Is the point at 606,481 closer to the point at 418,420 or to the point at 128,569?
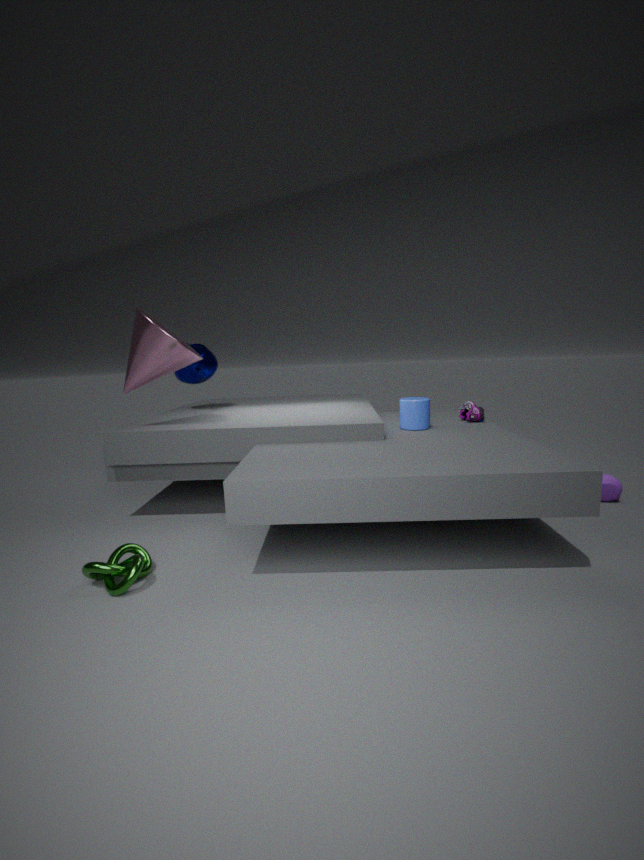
the point at 418,420
